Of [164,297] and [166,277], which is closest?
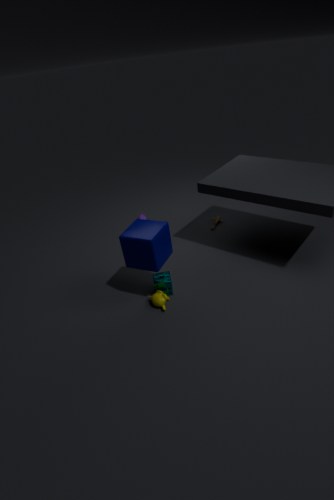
[164,297]
